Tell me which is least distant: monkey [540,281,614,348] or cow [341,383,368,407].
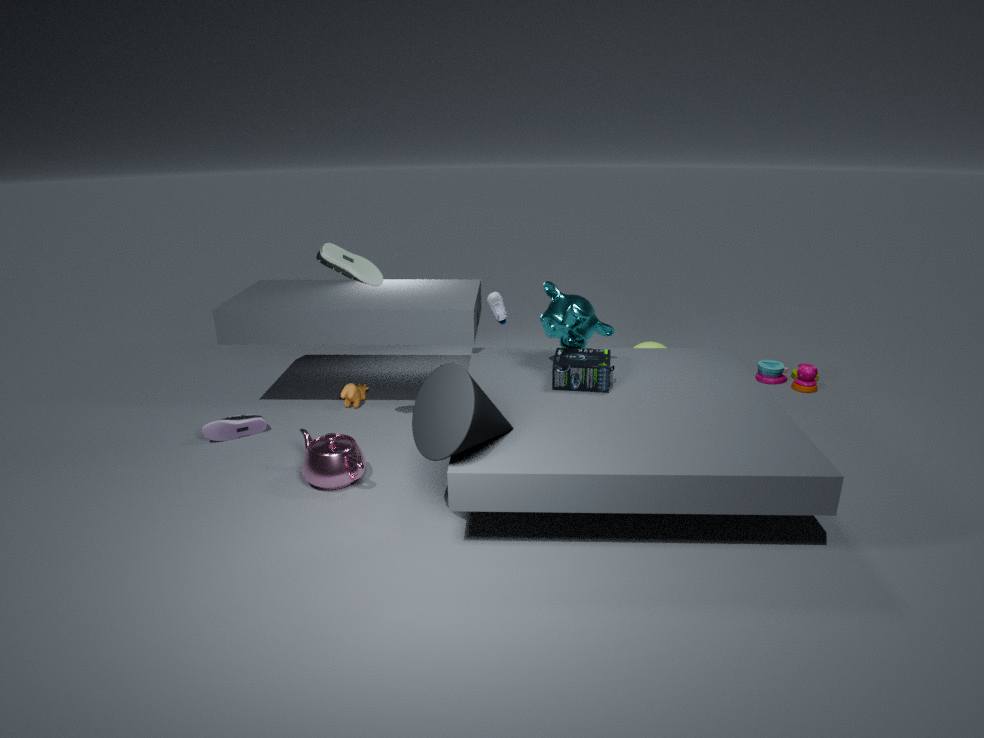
monkey [540,281,614,348]
